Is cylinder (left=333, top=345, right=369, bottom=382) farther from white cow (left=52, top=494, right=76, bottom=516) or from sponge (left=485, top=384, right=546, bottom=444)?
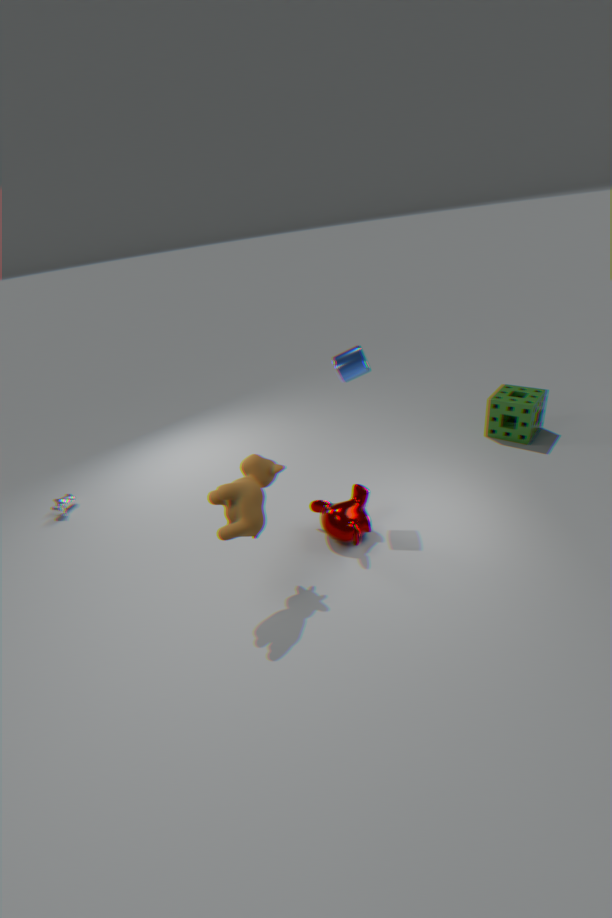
white cow (left=52, top=494, right=76, bottom=516)
